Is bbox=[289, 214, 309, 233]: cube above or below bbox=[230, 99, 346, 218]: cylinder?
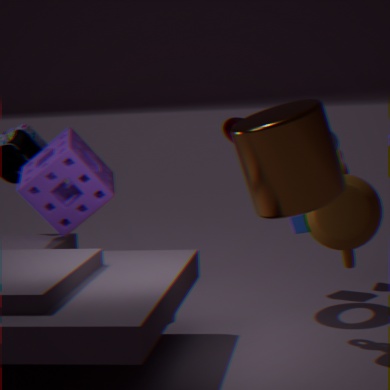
below
